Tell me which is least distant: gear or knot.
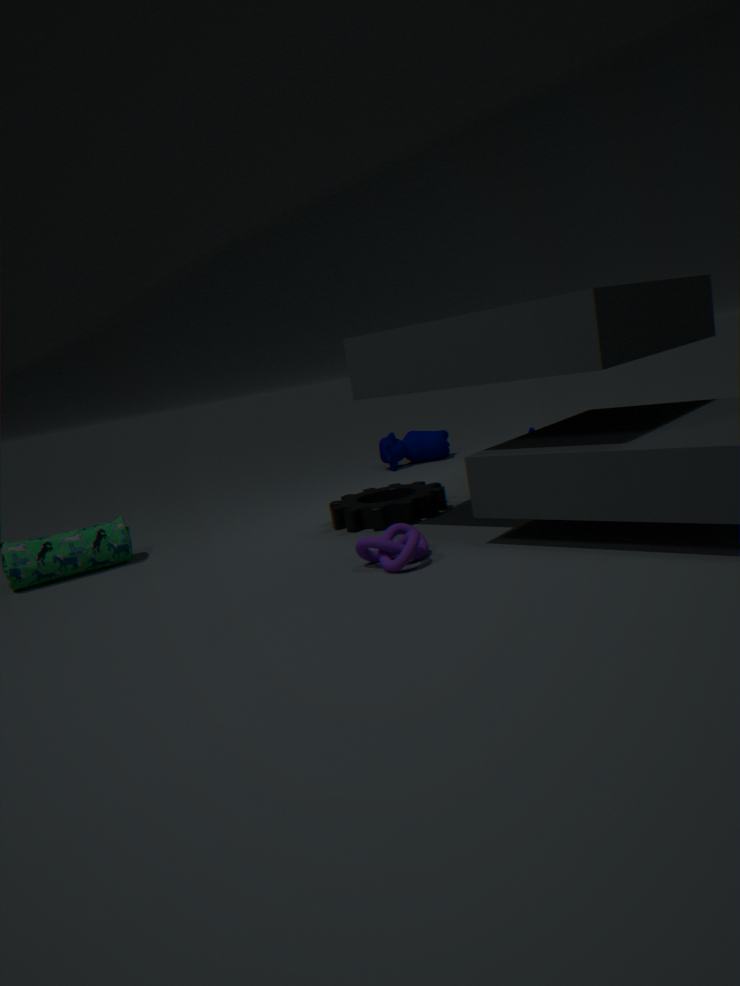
knot
